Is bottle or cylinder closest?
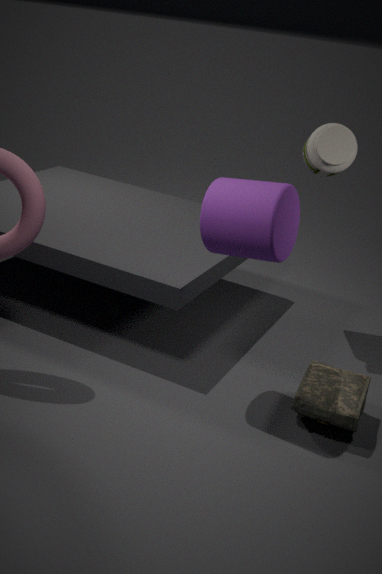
cylinder
